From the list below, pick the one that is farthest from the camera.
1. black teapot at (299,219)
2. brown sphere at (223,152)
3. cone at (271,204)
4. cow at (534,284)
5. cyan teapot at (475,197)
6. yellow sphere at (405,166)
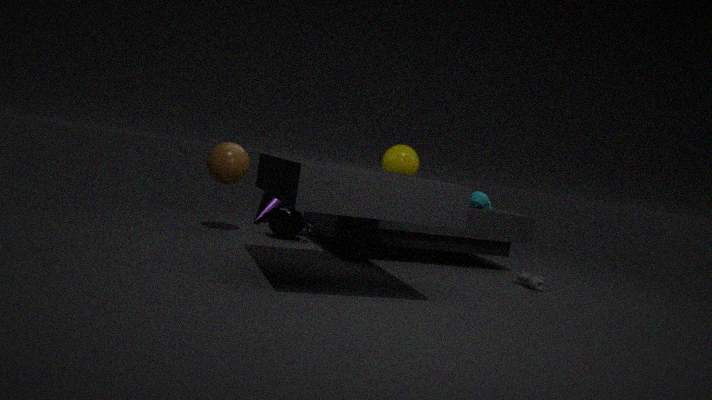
cone at (271,204)
